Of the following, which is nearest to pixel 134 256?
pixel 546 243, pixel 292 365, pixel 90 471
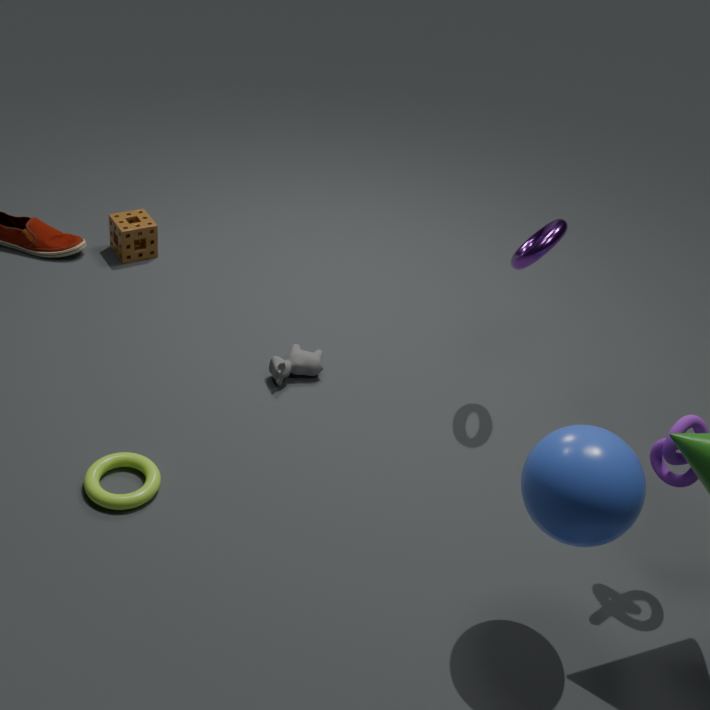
pixel 292 365
